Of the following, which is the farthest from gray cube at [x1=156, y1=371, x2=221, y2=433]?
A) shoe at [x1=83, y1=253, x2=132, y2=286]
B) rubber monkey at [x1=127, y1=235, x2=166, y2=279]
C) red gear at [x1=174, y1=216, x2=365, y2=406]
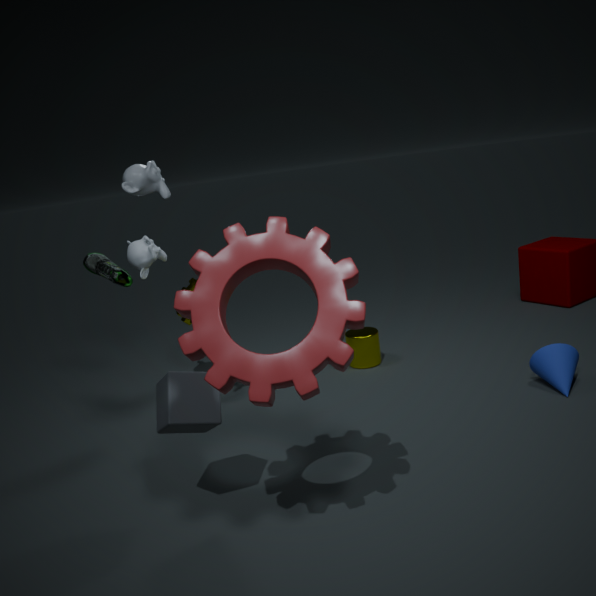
rubber monkey at [x1=127, y1=235, x2=166, y2=279]
